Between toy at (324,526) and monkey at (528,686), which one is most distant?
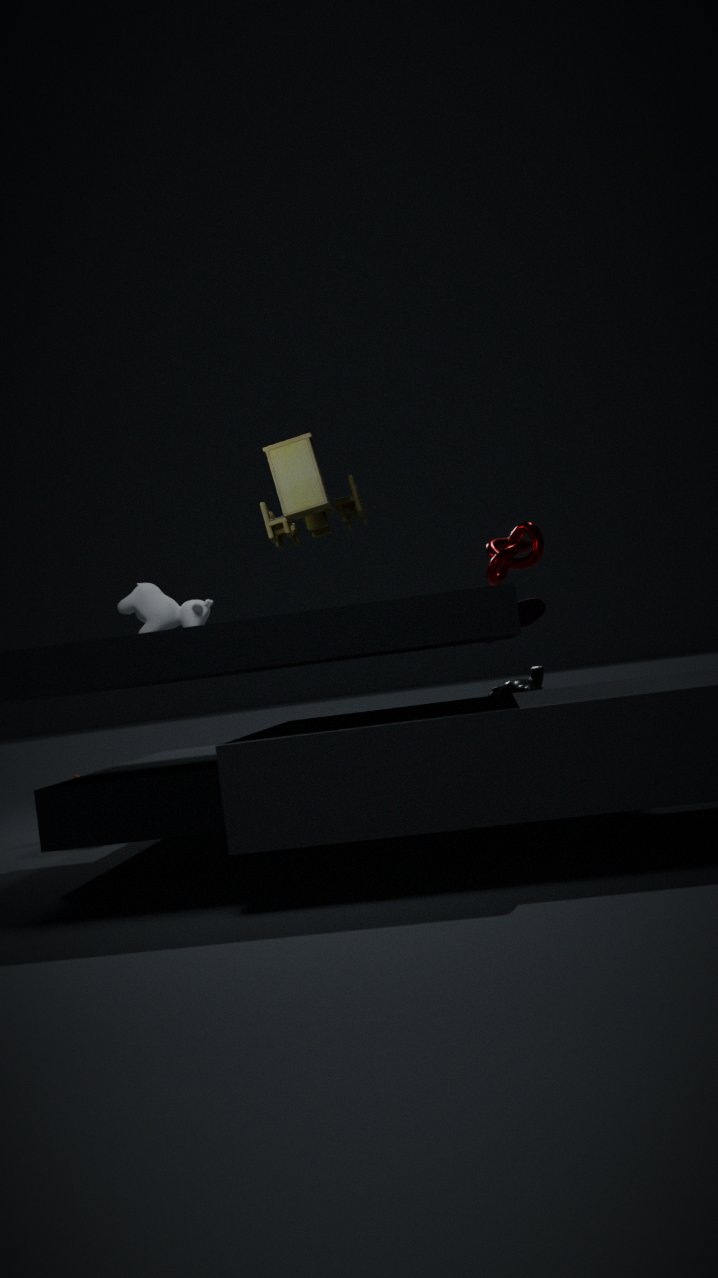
monkey at (528,686)
